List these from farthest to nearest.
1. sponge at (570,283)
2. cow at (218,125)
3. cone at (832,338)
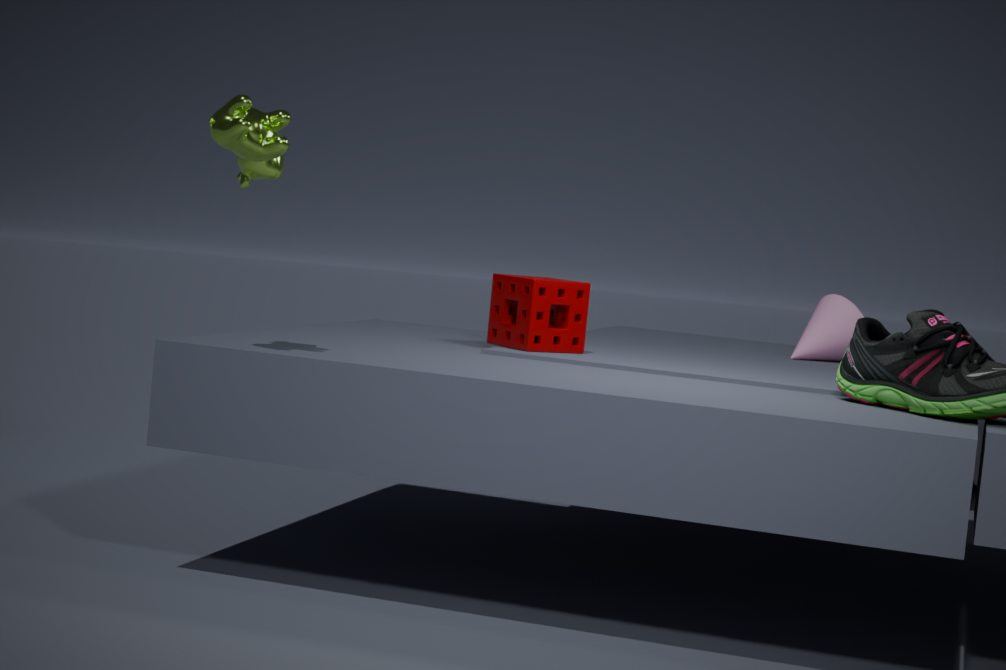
cone at (832,338) < sponge at (570,283) < cow at (218,125)
